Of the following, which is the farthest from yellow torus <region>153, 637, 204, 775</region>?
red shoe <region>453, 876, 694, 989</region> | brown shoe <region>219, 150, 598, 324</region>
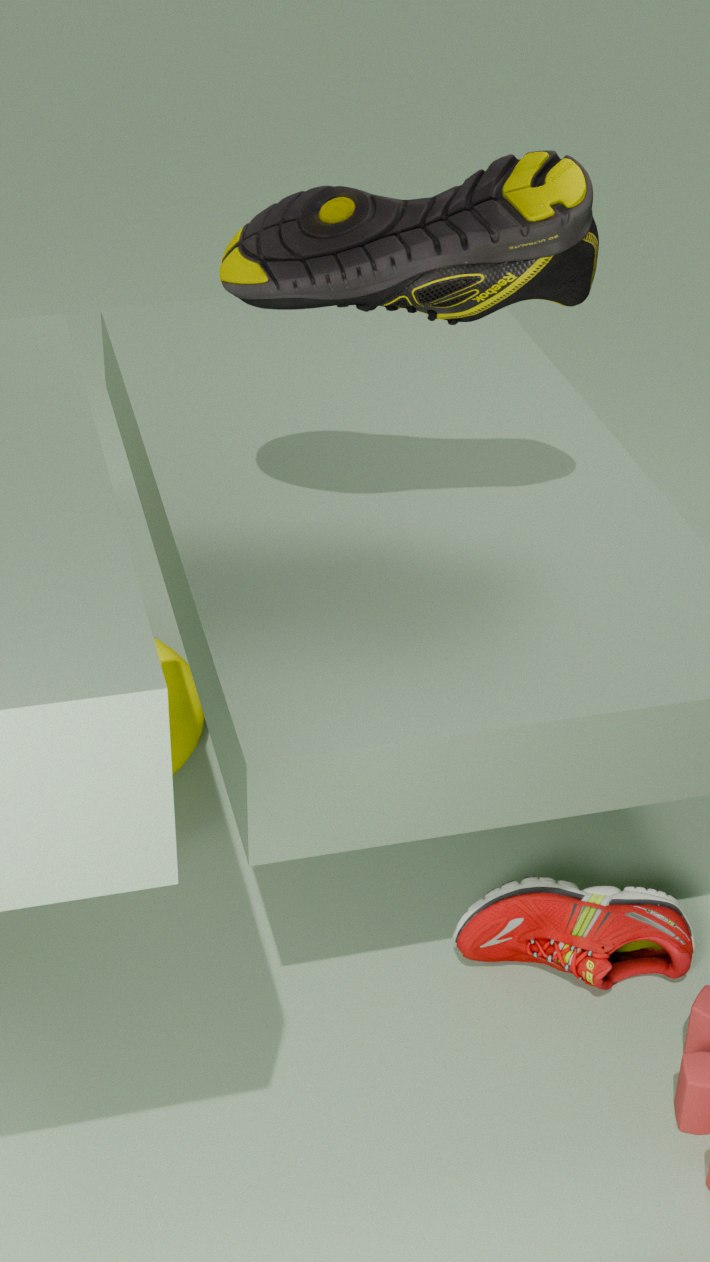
brown shoe <region>219, 150, 598, 324</region>
